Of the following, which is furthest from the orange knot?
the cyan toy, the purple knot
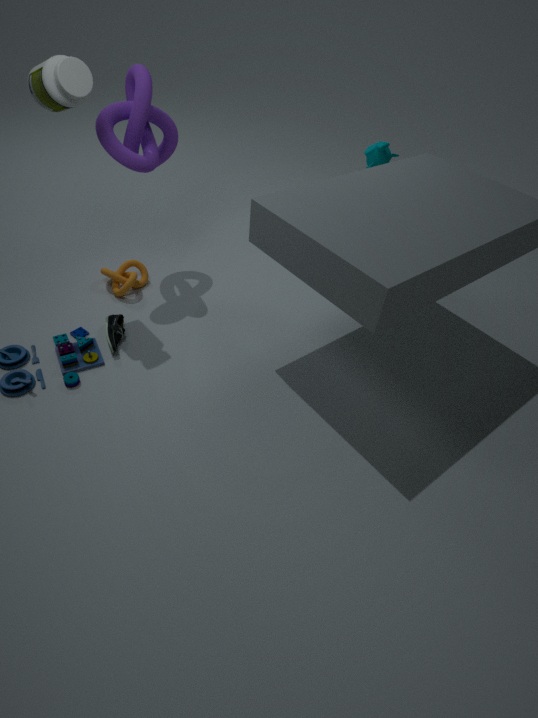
the purple knot
